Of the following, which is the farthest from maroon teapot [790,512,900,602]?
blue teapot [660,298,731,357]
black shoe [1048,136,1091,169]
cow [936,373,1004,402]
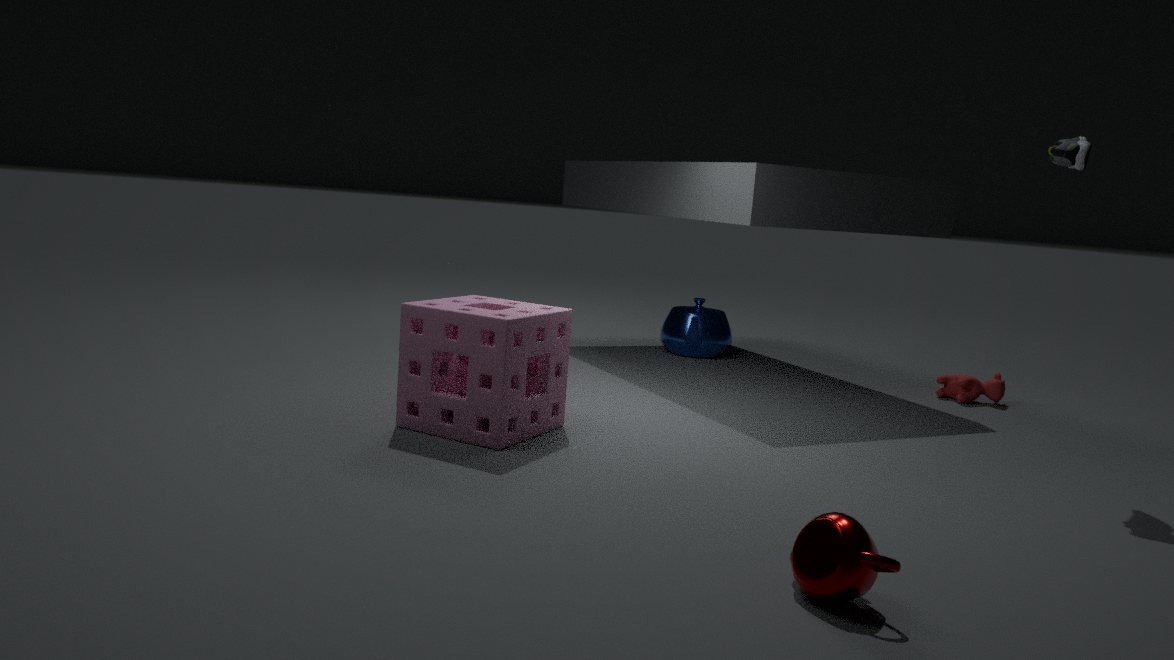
blue teapot [660,298,731,357]
